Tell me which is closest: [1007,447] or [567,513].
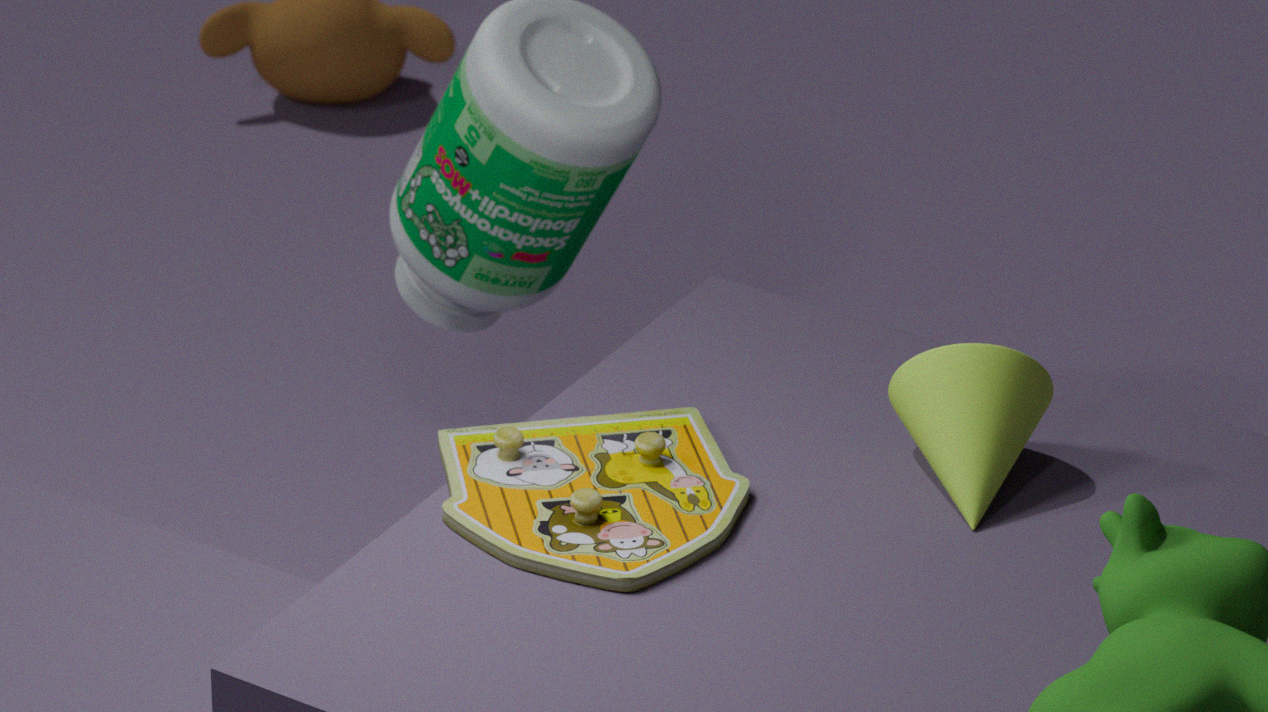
[567,513]
